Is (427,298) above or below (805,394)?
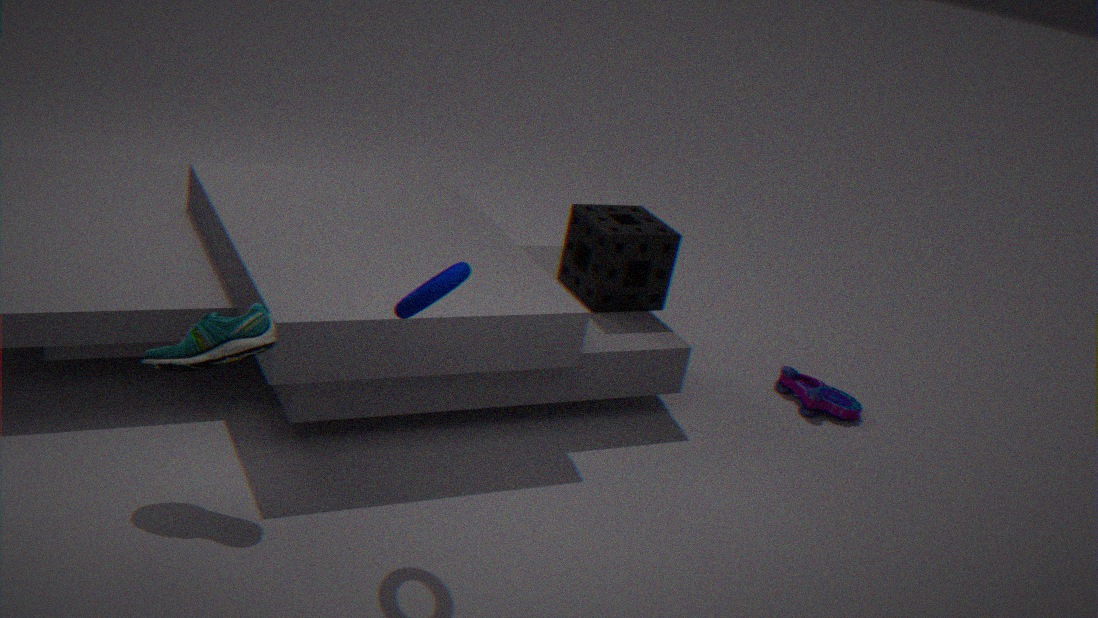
above
